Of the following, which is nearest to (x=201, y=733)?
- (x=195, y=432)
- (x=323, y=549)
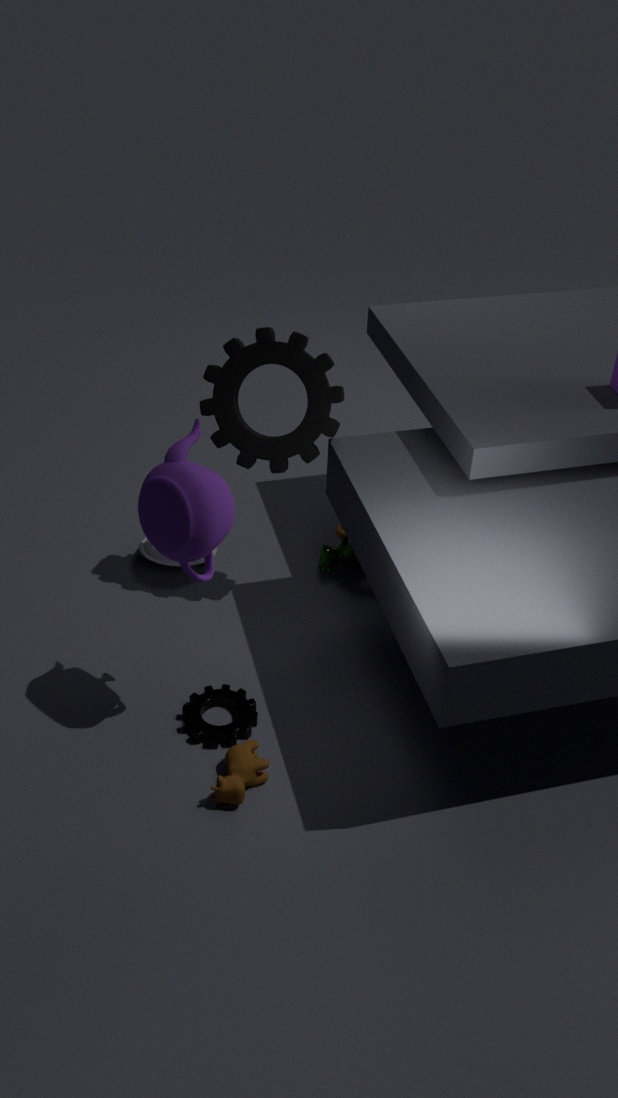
(x=195, y=432)
